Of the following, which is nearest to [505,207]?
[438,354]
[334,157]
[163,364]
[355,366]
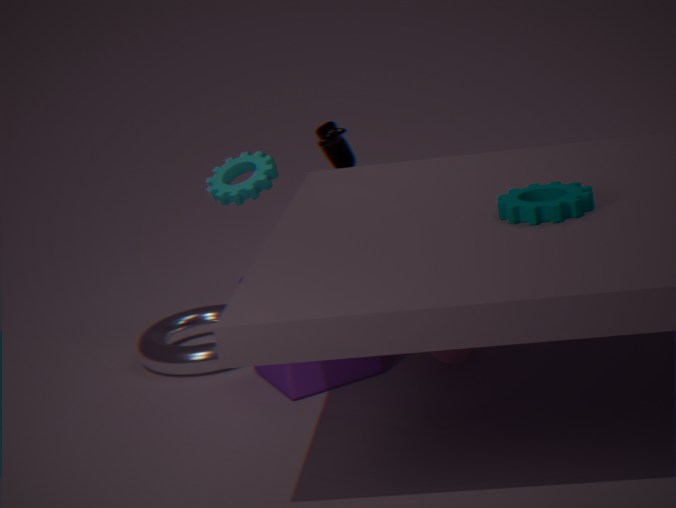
[438,354]
